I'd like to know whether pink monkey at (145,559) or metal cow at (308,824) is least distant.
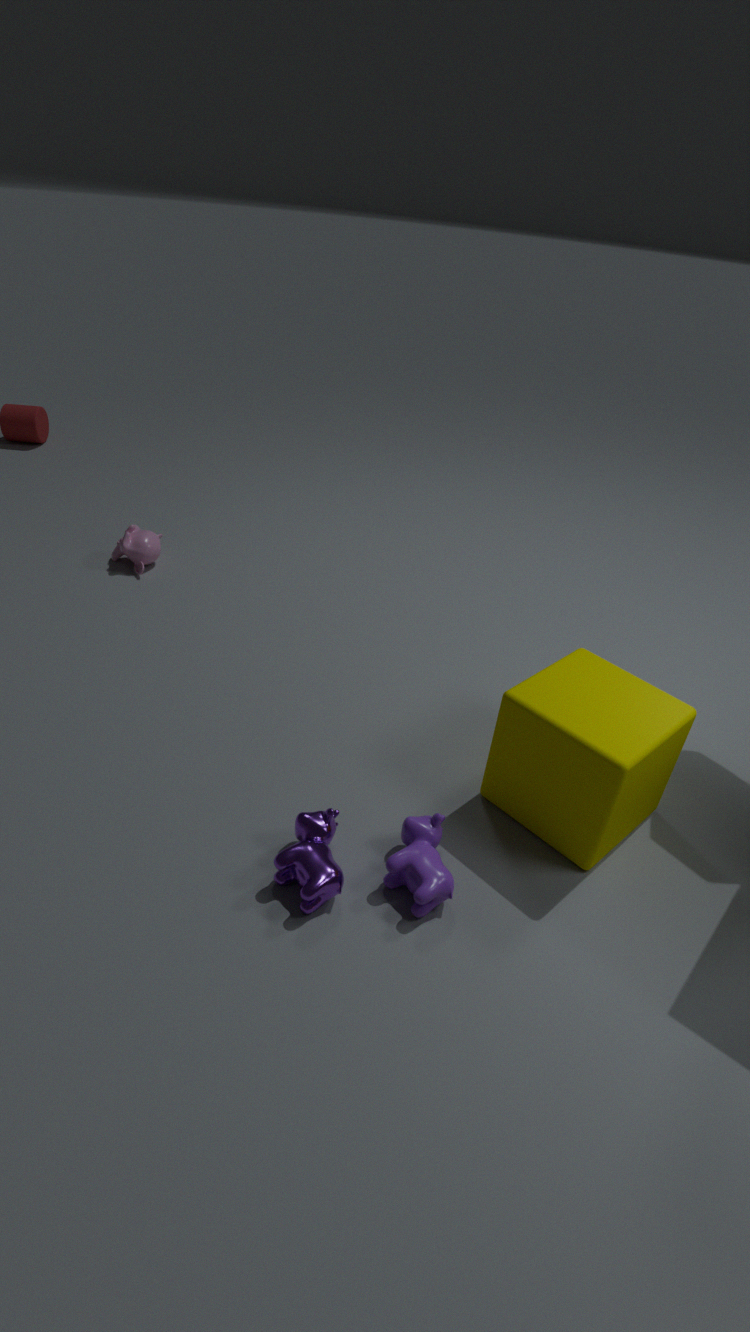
metal cow at (308,824)
